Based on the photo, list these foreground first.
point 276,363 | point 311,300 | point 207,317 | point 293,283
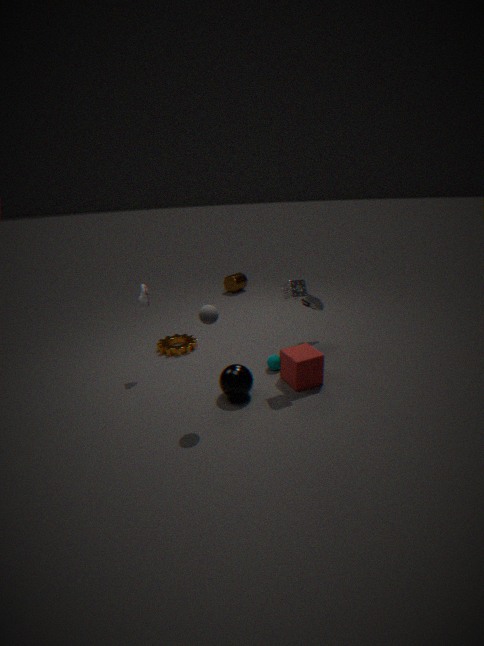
point 207,317
point 293,283
point 276,363
point 311,300
